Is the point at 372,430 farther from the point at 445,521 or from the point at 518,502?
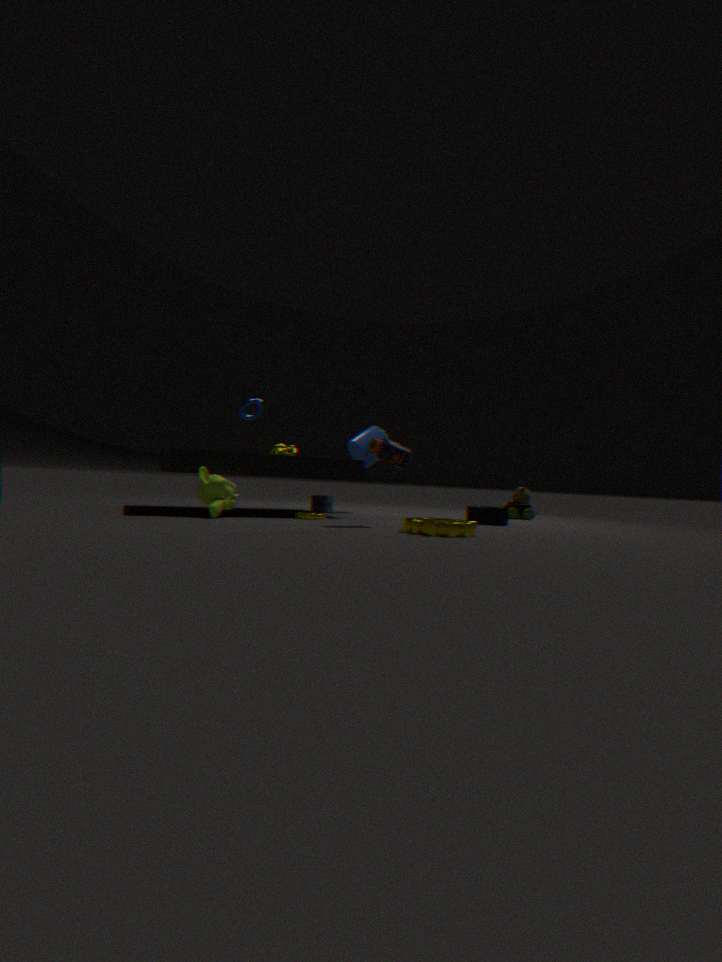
the point at 445,521
